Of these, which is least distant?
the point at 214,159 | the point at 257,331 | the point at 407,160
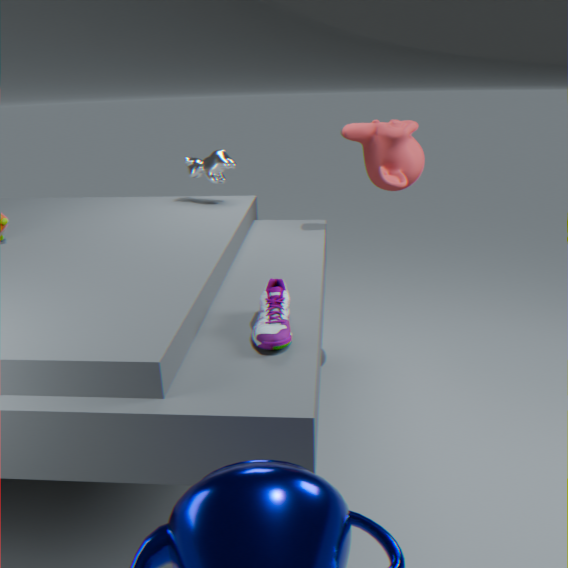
the point at 257,331
